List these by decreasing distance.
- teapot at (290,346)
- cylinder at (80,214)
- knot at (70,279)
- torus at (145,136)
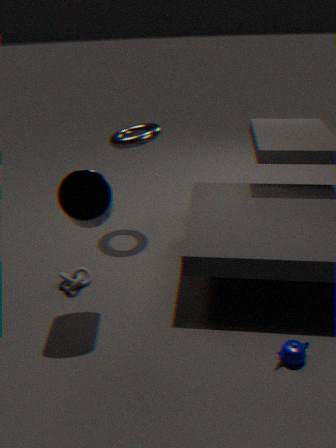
torus at (145,136) < knot at (70,279) < cylinder at (80,214) < teapot at (290,346)
